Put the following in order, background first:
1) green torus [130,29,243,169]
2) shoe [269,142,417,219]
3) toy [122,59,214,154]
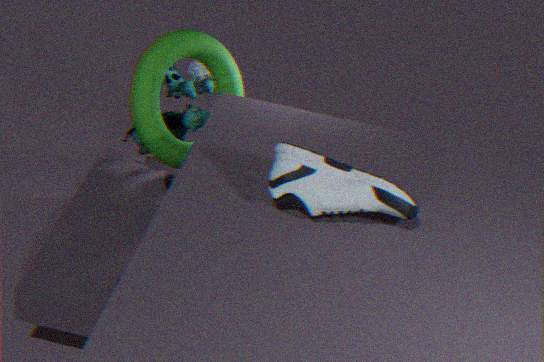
3. toy [122,59,214,154], 1. green torus [130,29,243,169], 2. shoe [269,142,417,219]
